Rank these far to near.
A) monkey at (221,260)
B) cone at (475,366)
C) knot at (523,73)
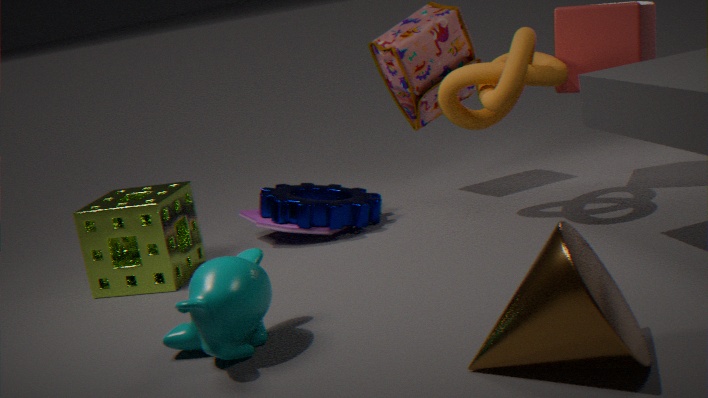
knot at (523,73) < monkey at (221,260) < cone at (475,366)
